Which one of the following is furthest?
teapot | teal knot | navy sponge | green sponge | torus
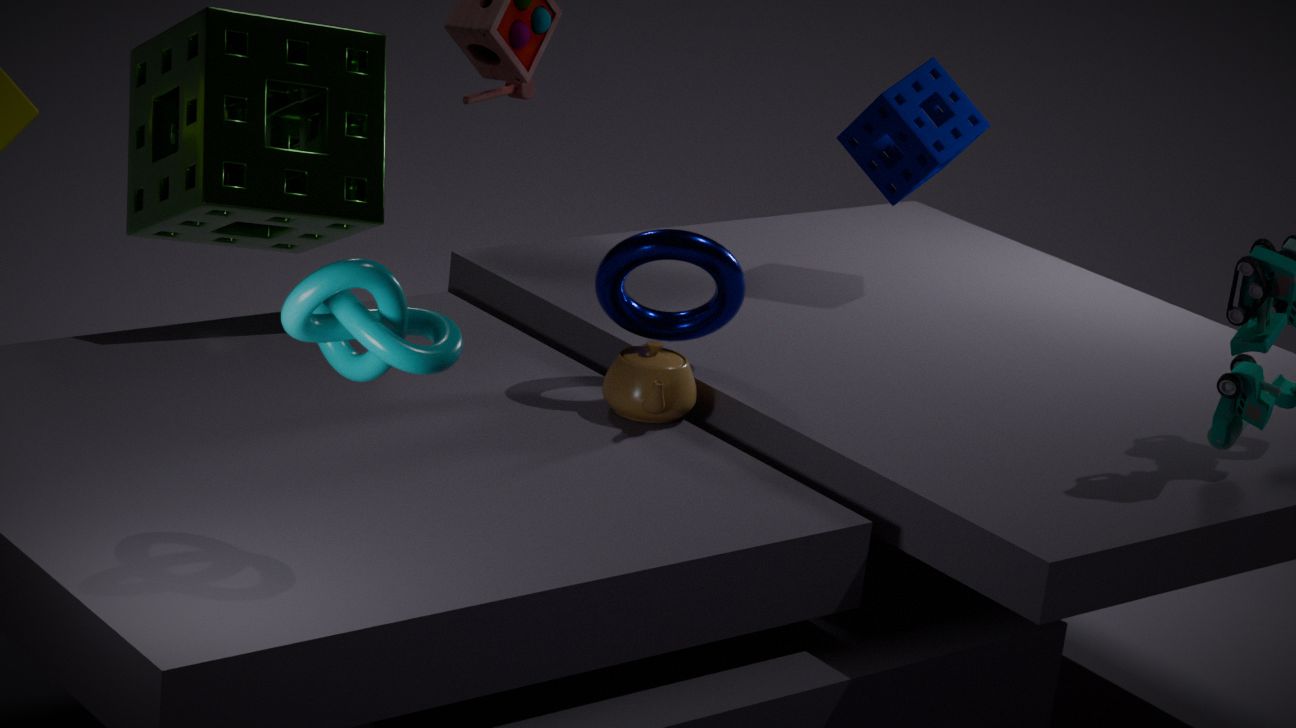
navy sponge
